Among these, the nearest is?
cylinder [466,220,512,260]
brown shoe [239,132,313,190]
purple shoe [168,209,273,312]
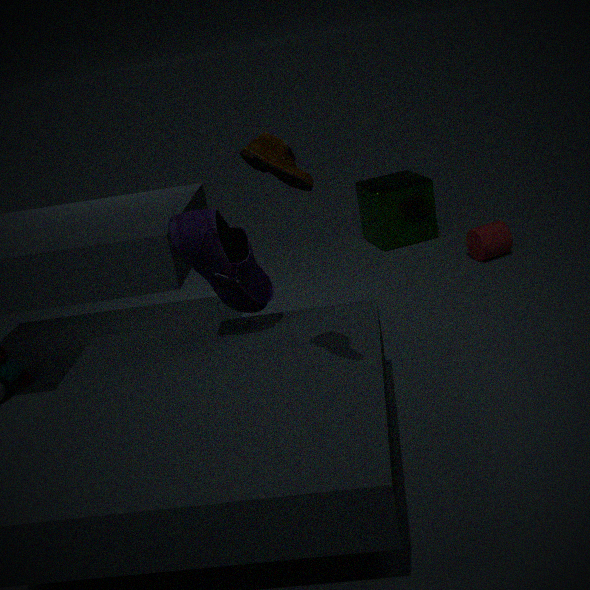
brown shoe [239,132,313,190]
